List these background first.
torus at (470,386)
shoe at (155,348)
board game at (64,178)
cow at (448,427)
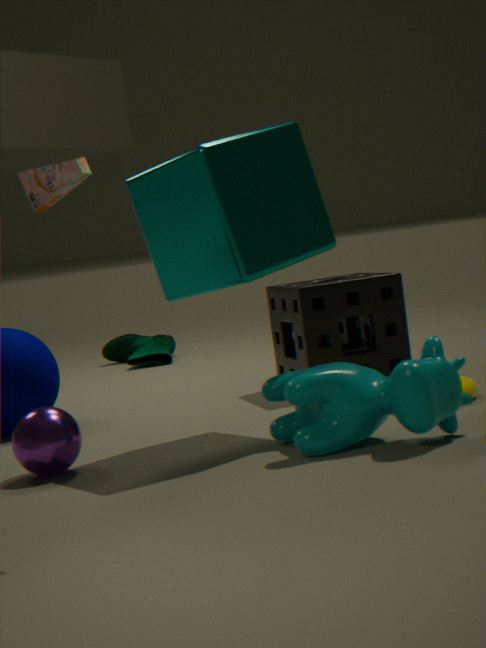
shoe at (155,348), board game at (64,178), torus at (470,386), cow at (448,427)
